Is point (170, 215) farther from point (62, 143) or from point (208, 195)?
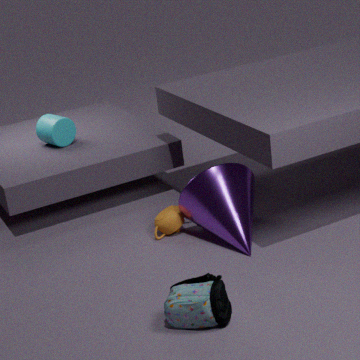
point (62, 143)
